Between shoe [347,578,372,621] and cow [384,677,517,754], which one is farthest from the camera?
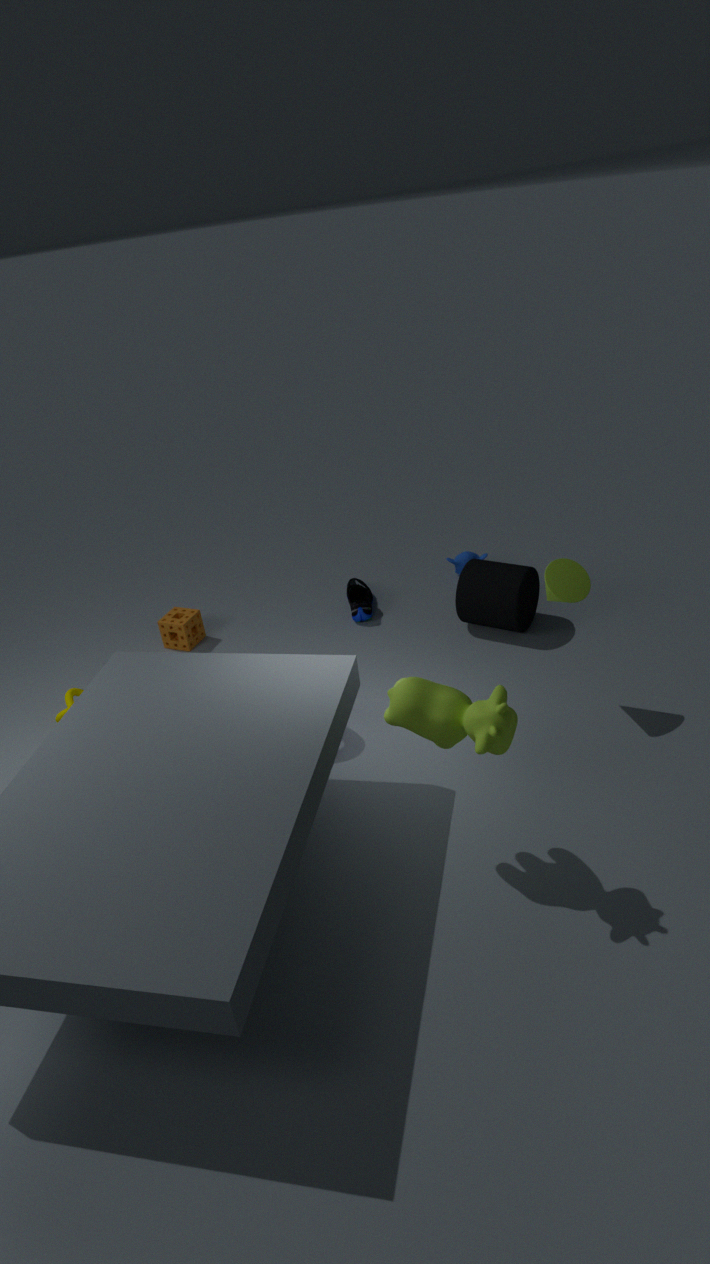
shoe [347,578,372,621]
